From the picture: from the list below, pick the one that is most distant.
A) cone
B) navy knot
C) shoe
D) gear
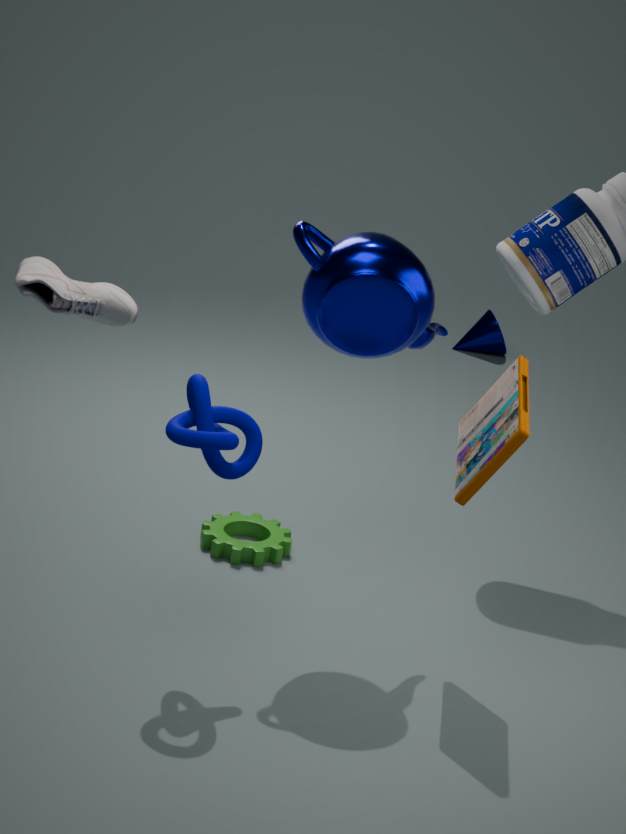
cone
